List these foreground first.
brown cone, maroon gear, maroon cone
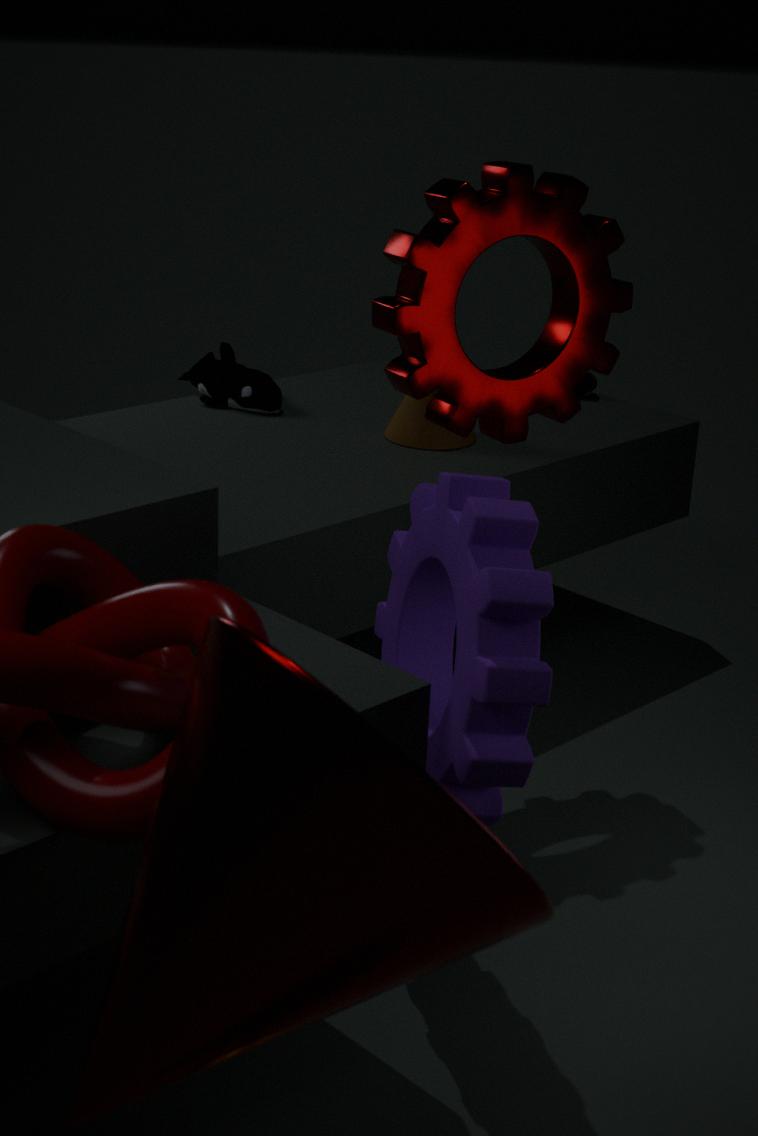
maroon cone
maroon gear
brown cone
